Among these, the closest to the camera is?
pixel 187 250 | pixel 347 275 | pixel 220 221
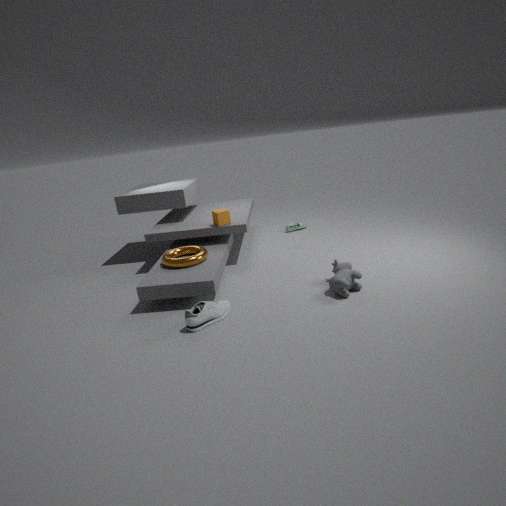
pixel 347 275
